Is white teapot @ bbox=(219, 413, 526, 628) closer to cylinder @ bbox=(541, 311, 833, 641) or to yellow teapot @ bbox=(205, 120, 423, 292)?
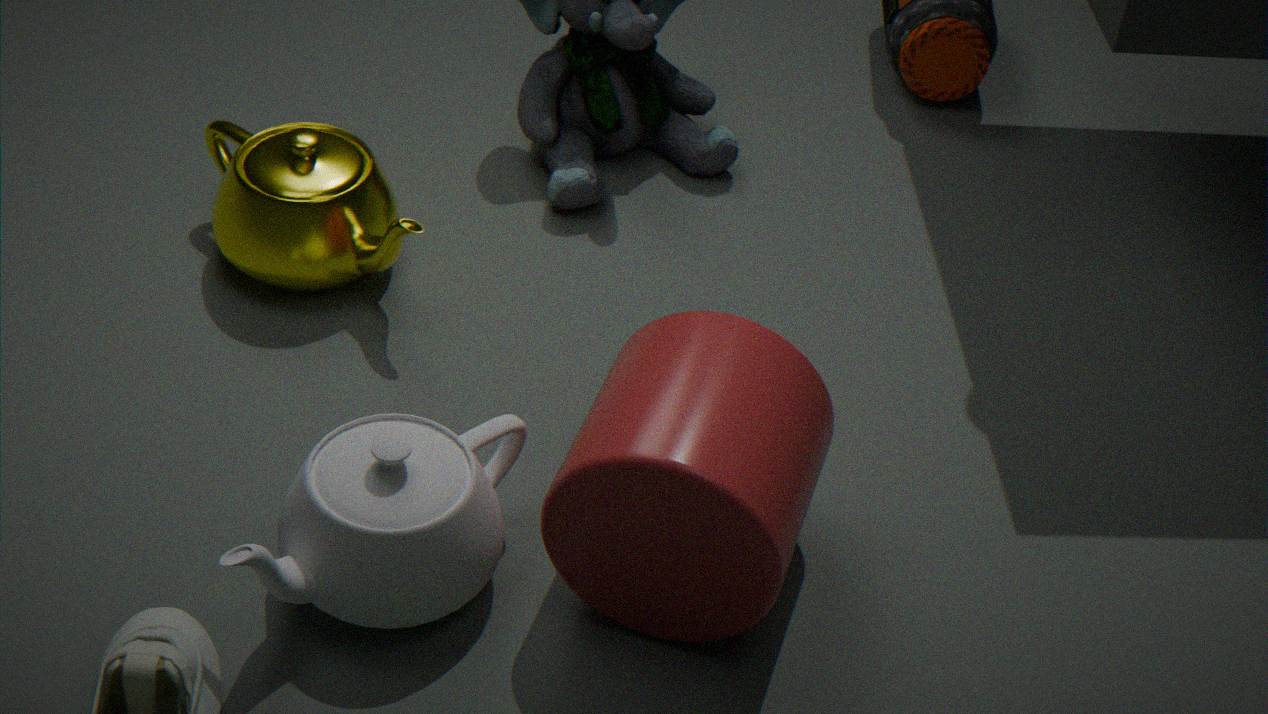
cylinder @ bbox=(541, 311, 833, 641)
